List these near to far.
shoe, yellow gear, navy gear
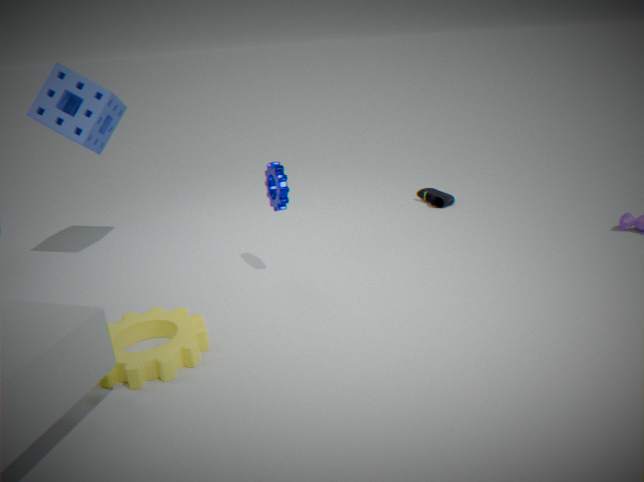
yellow gear → navy gear → shoe
